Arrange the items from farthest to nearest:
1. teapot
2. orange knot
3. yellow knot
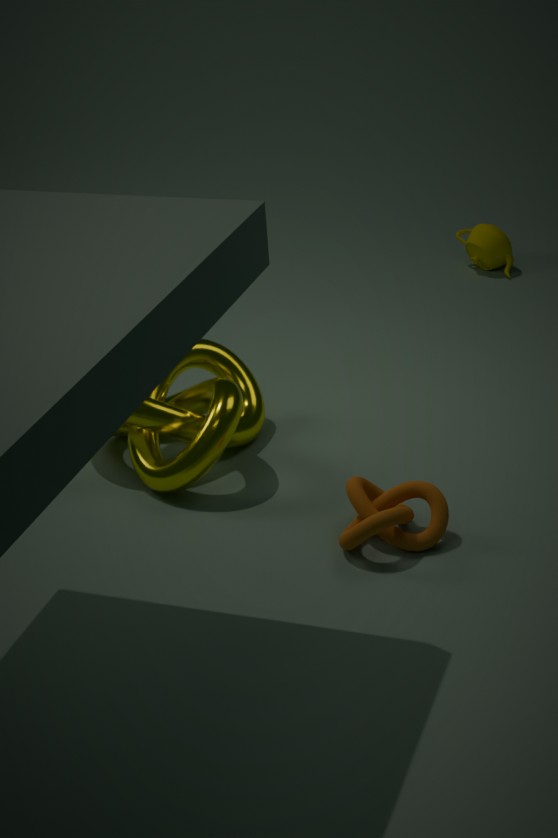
teapot
yellow knot
orange knot
